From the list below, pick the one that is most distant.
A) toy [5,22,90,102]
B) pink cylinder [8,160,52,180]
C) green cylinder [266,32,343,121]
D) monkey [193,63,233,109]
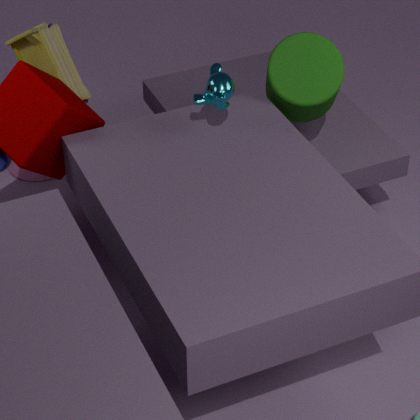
pink cylinder [8,160,52,180]
